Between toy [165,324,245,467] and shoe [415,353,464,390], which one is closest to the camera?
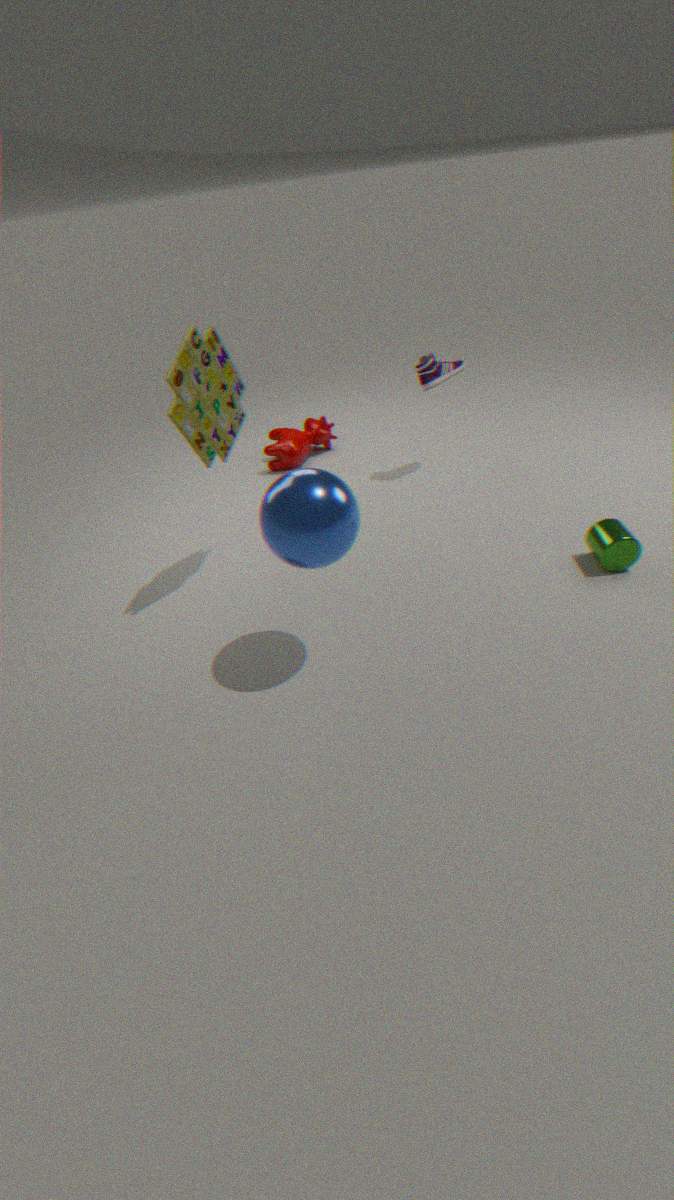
toy [165,324,245,467]
